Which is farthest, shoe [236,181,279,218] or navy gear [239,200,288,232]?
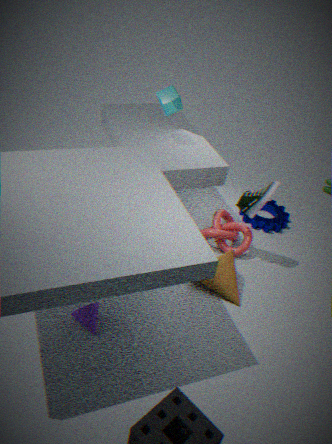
navy gear [239,200,288,232]
